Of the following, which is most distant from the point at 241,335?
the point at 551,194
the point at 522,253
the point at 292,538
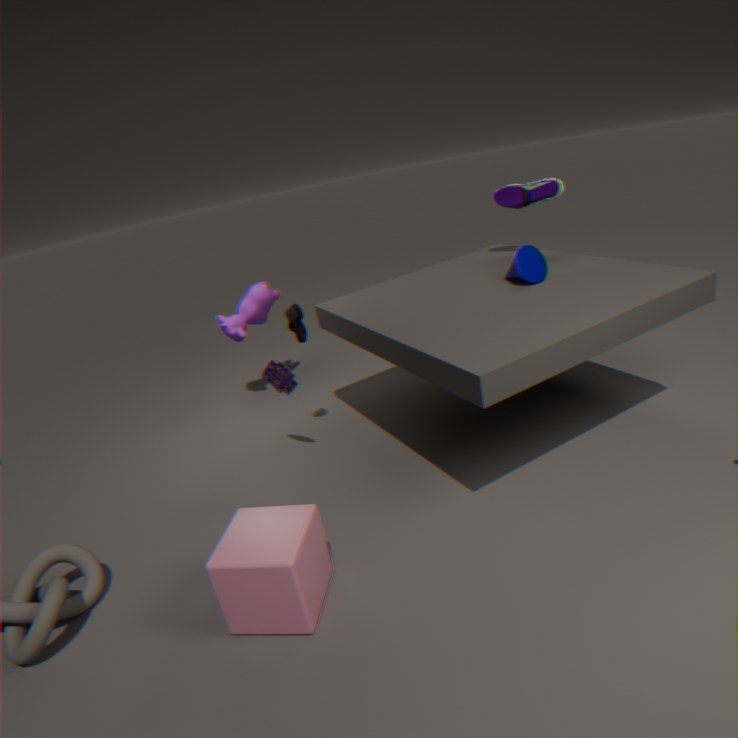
the point at 292,538
